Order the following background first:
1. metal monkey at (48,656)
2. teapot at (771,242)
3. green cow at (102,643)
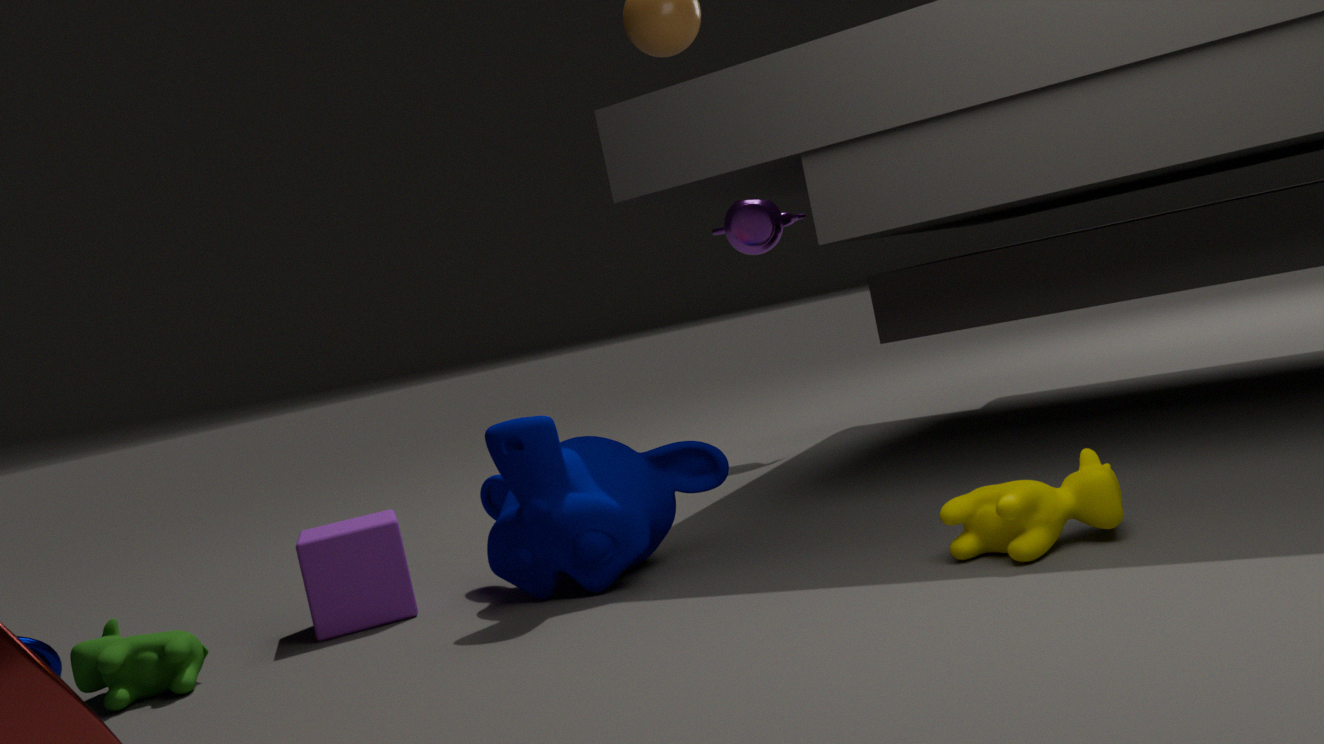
teapot at (771,242) → green cow at (102,643) → metal monkey at (48,656)
